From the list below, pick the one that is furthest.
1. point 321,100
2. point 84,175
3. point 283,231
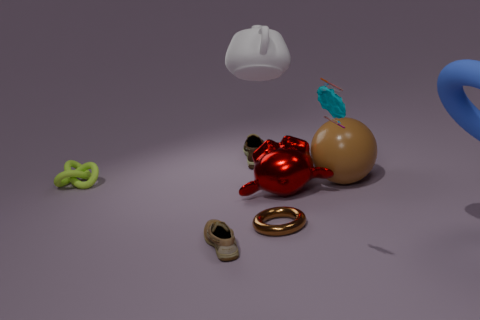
point 84,175
